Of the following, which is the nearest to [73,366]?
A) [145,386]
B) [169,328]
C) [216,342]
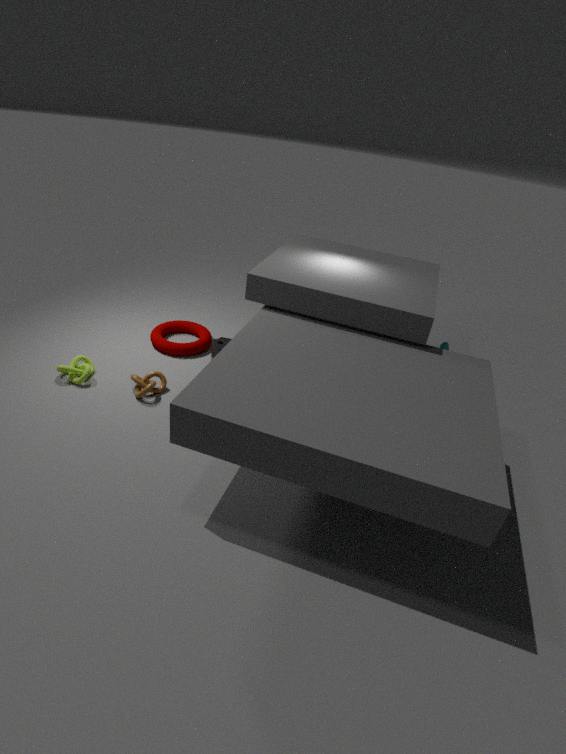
[145,386]
